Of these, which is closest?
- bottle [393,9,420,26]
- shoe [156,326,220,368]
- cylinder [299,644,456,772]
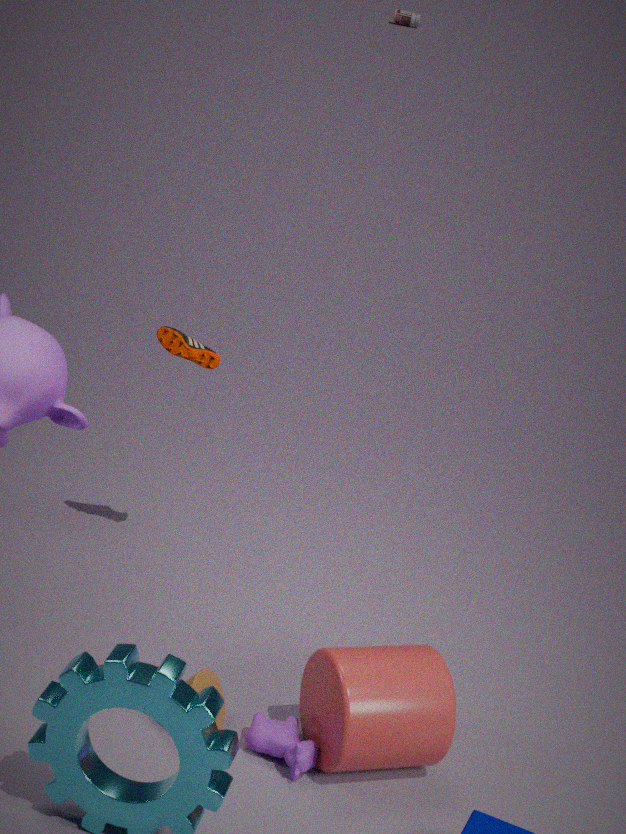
cylinder [299,644,456,772]
